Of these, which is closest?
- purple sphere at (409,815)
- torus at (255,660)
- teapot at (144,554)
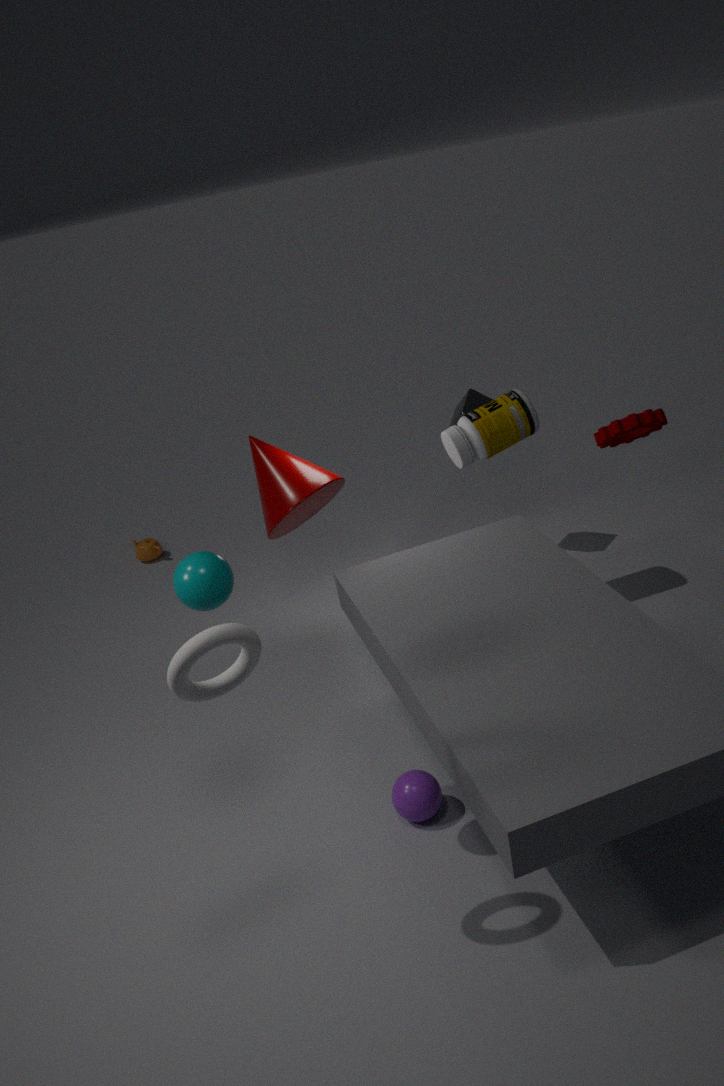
torus at (255,660)
